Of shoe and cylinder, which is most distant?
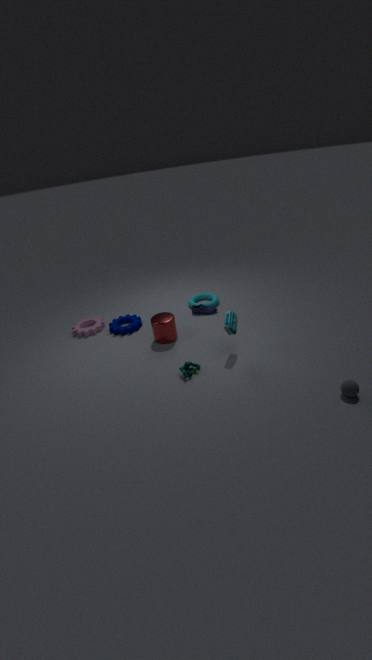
shoe
